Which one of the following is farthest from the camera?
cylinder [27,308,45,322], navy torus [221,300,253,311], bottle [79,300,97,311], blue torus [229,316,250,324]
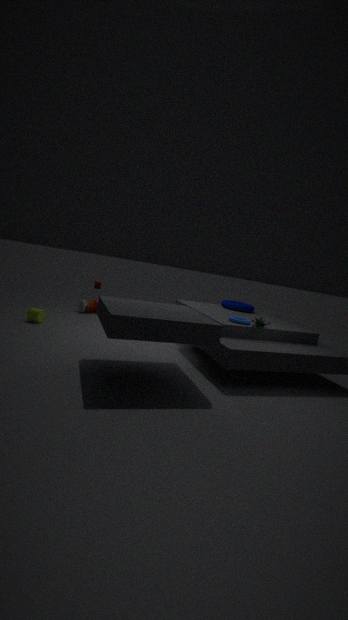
bottle [79,300,97,311]
